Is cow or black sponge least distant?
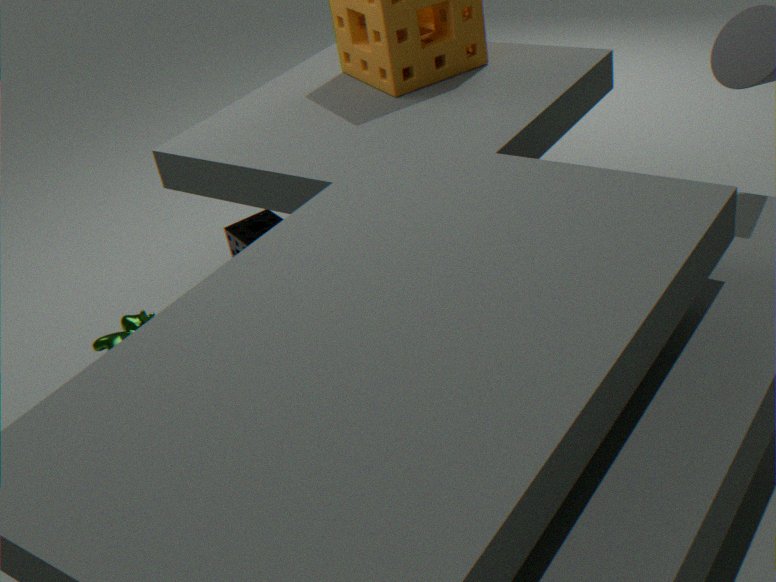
cow
